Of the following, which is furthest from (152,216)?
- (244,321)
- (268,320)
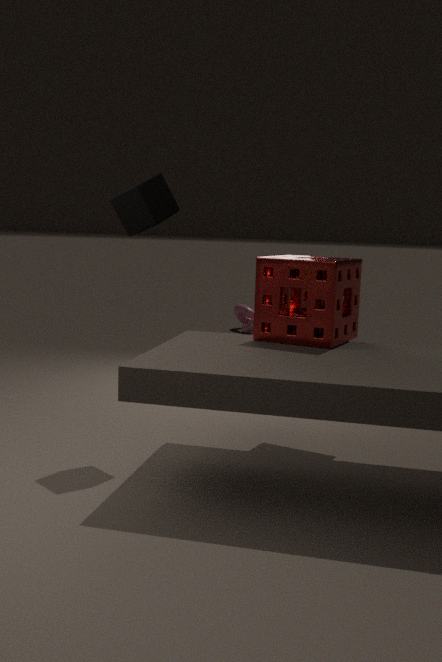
(244,321)
